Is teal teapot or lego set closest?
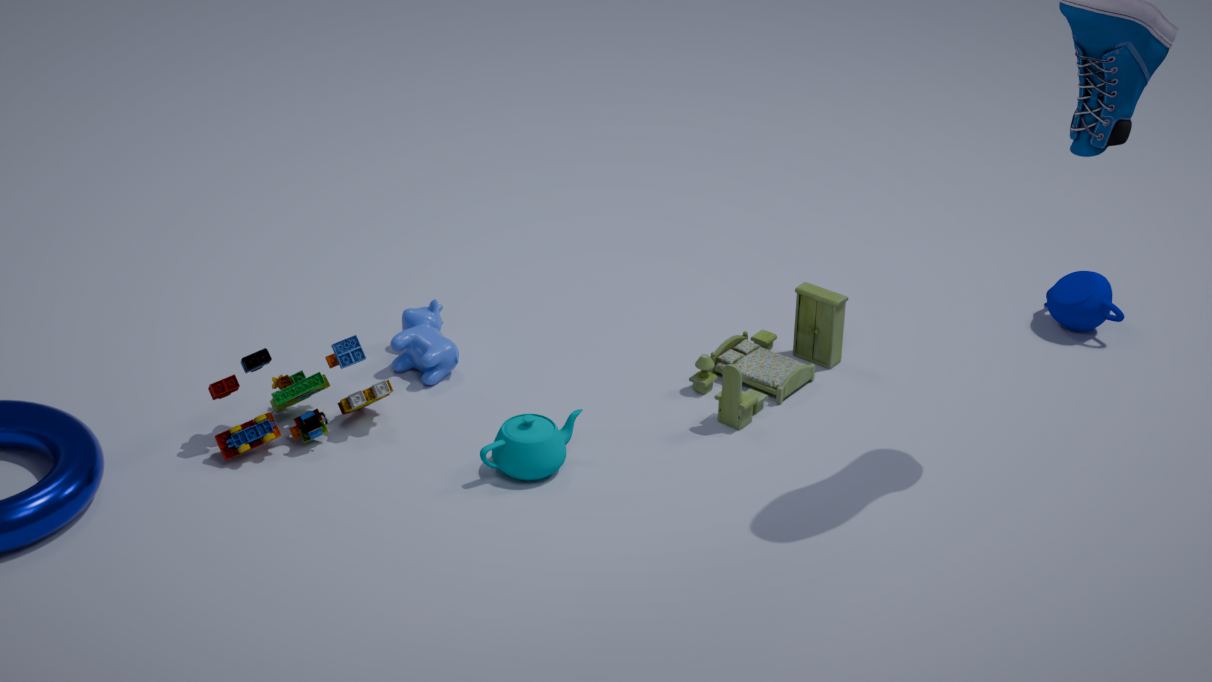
teal teapot
